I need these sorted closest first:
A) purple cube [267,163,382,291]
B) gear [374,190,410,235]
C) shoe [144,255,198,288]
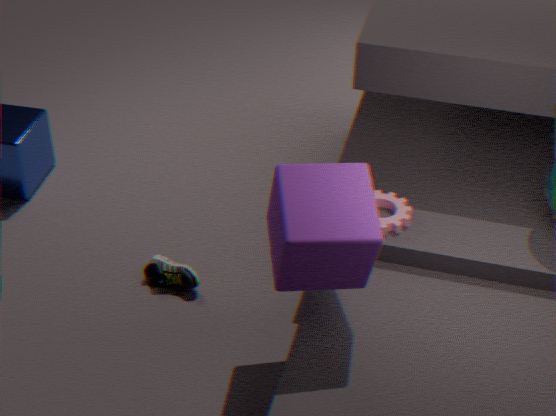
purple cube [267,163,382,291] → gear [374,190,410,235] → shoe [144,255,198,288]
